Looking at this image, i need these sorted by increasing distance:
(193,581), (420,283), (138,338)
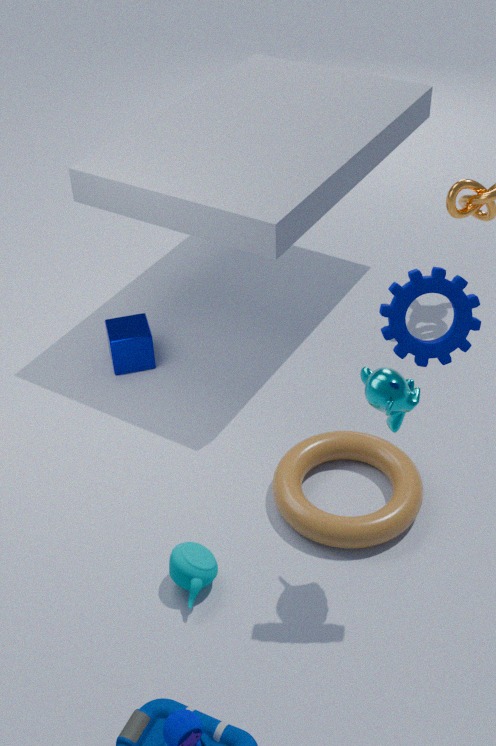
(420,283), (193,581), (138,338)
